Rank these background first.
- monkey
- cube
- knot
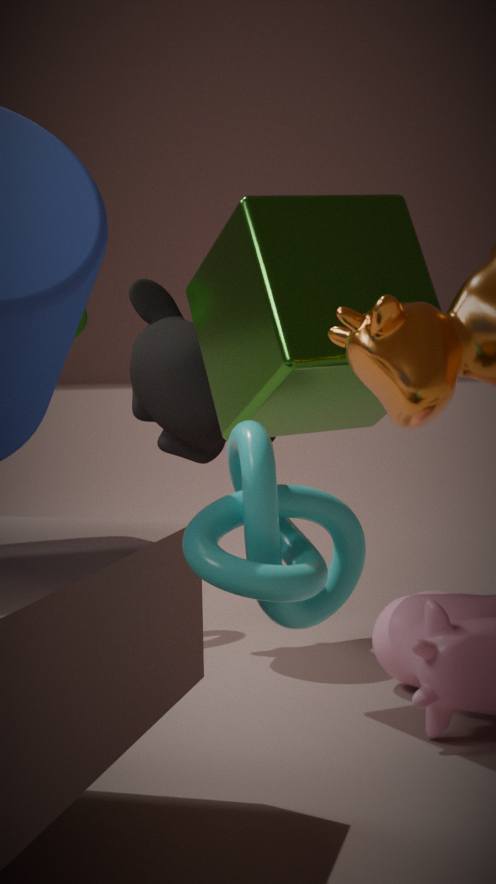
monkey < cube < knot
